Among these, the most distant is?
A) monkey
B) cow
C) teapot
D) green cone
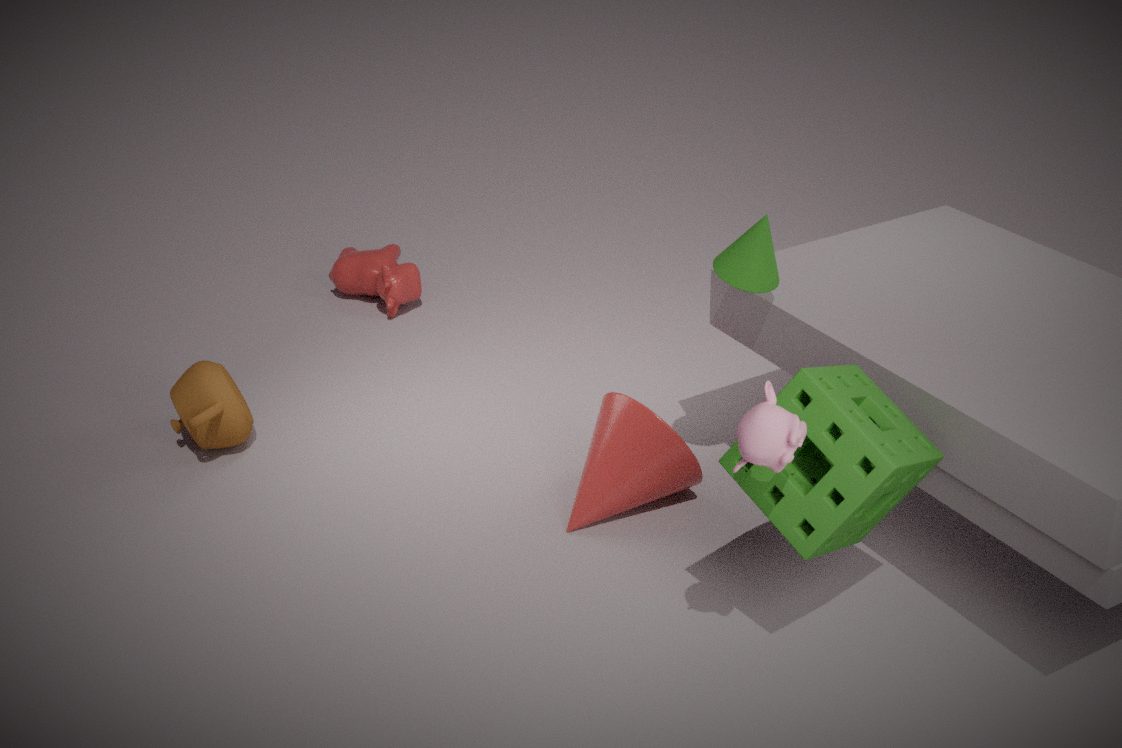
B. cow
